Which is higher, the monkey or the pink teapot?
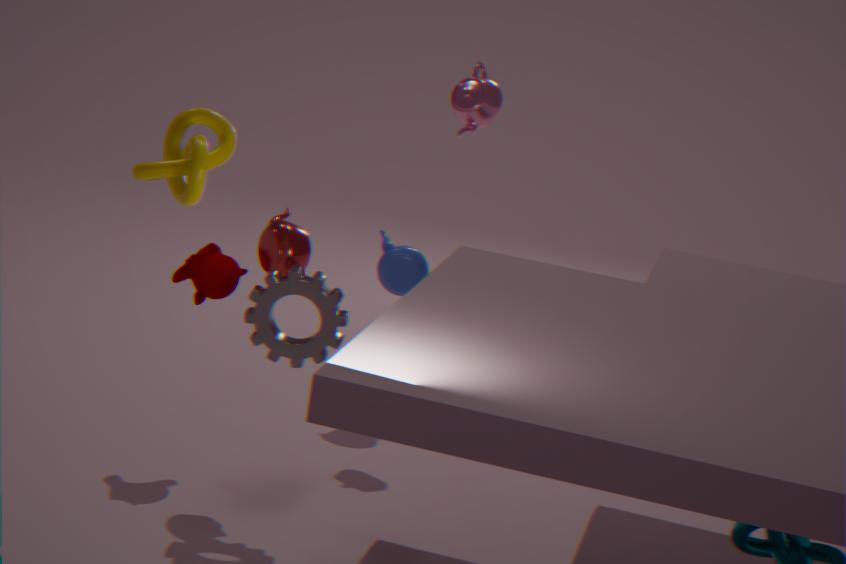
the pink teapot
